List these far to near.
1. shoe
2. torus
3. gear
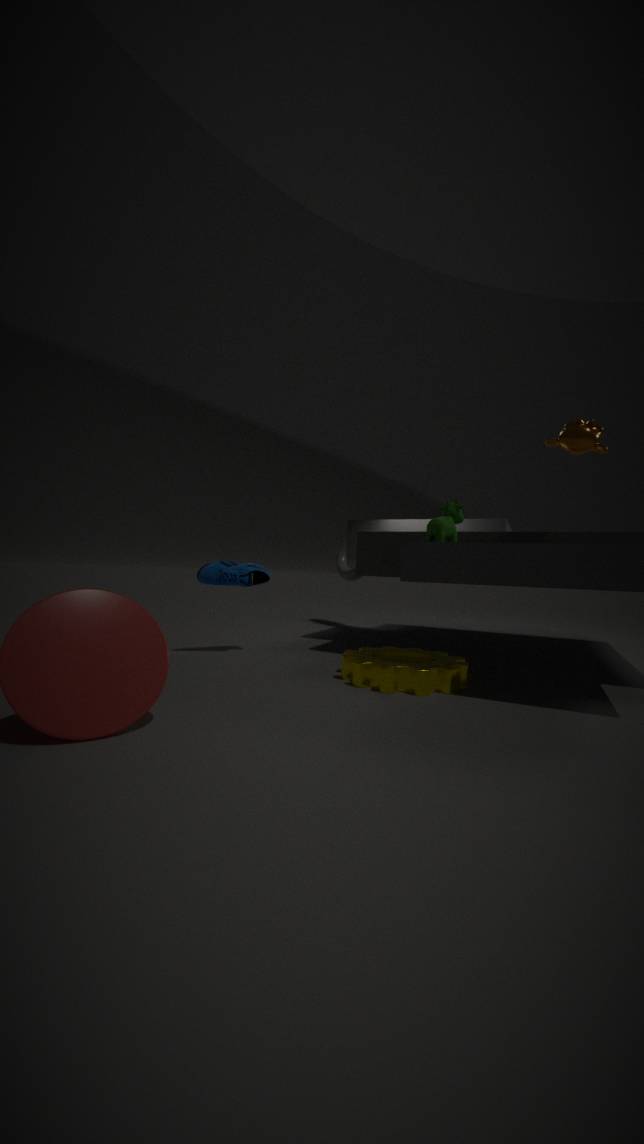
torus → shoe → gear
